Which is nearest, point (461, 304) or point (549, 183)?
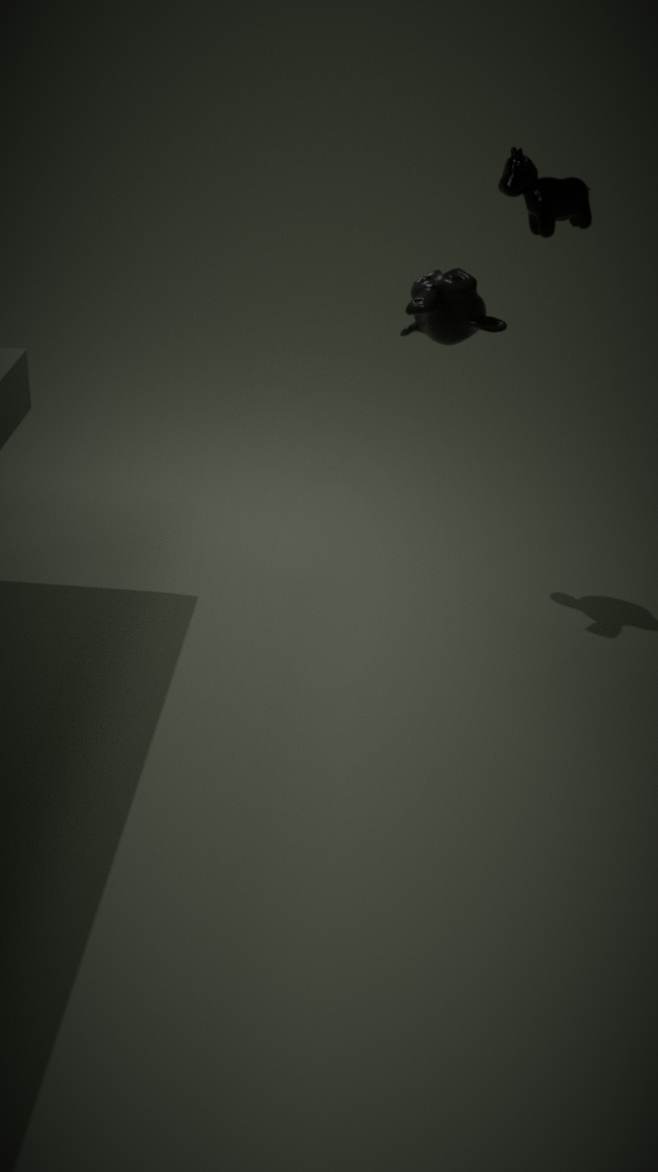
point (461, 304)
